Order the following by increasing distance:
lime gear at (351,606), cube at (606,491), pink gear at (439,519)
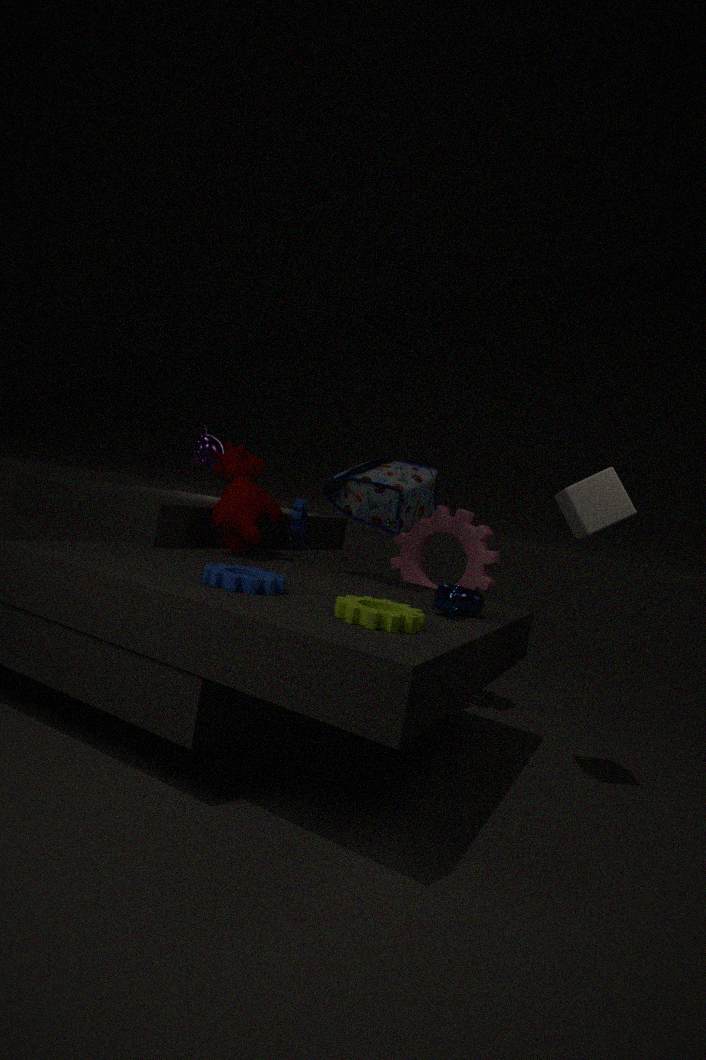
lime gear at (351,606)
cube at (606,491)
pink gear at (439,519)
